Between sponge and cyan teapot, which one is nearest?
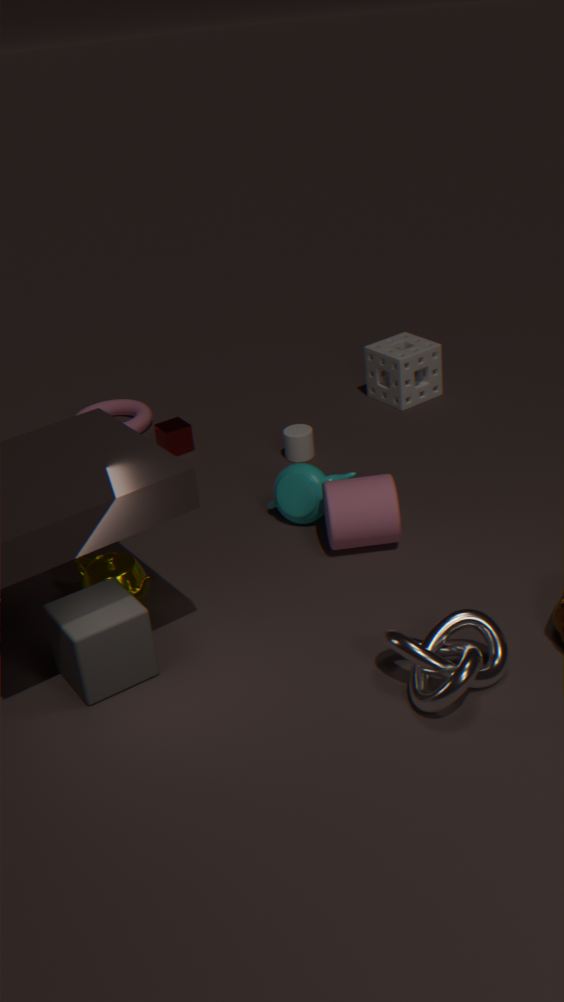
cyan teapot
